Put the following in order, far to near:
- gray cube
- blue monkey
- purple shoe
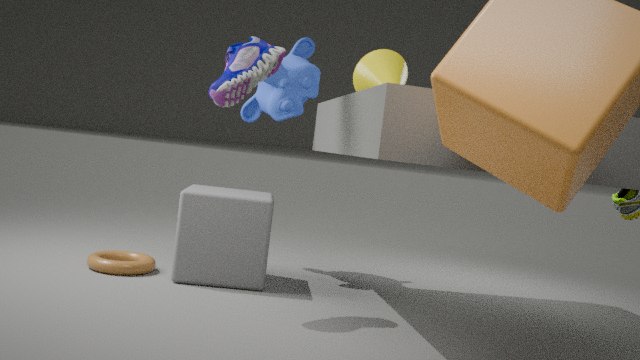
blue monkey < gray cube < purple shoe
